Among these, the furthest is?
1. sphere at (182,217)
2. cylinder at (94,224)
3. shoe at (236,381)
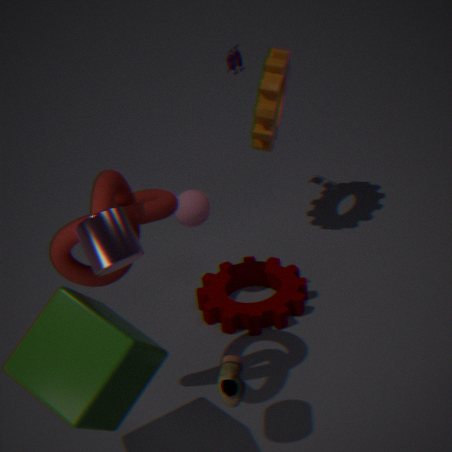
sphere at (182,217)
